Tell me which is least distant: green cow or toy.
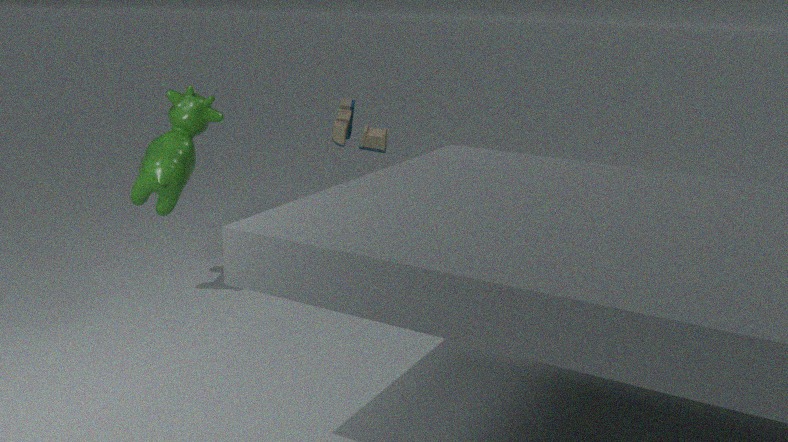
green cow
